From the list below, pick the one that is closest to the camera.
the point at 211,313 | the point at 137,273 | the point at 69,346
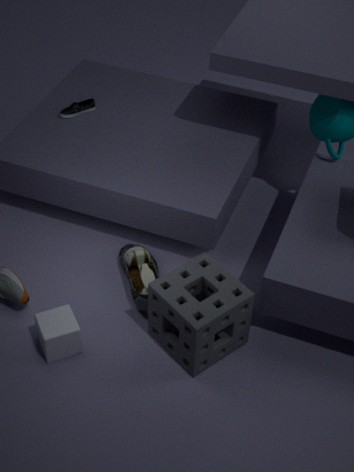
the point at 211,313
